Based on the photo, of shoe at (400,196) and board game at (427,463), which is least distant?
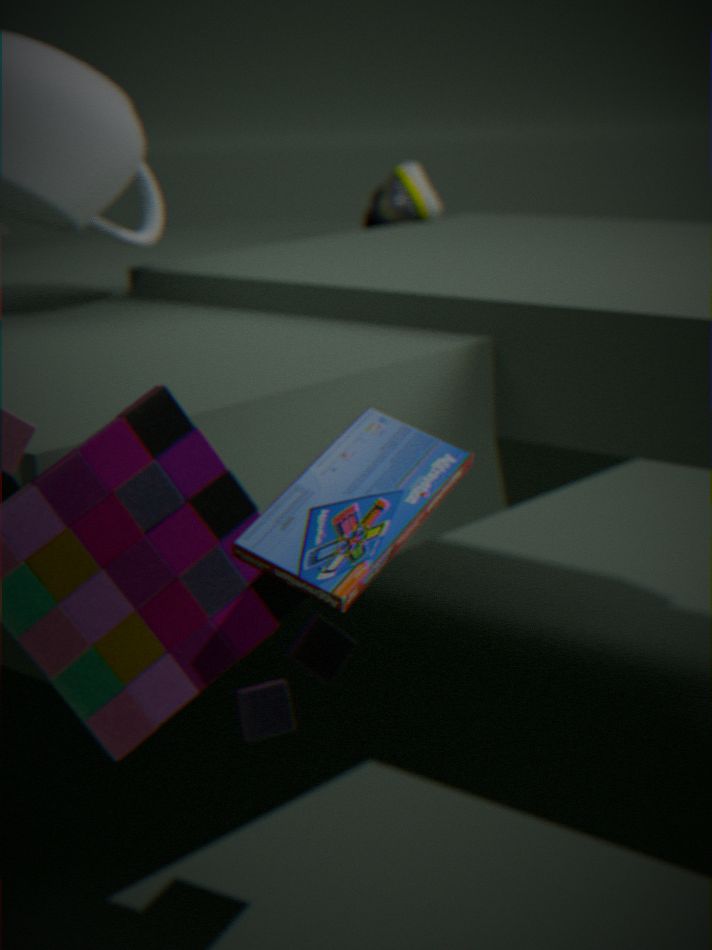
board game at (427,463)
